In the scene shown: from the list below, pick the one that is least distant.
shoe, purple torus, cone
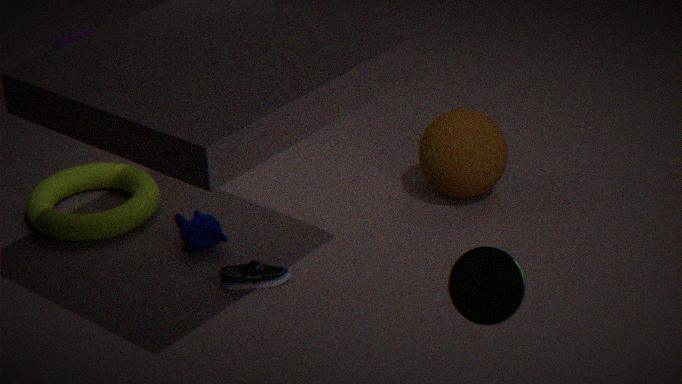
cone
